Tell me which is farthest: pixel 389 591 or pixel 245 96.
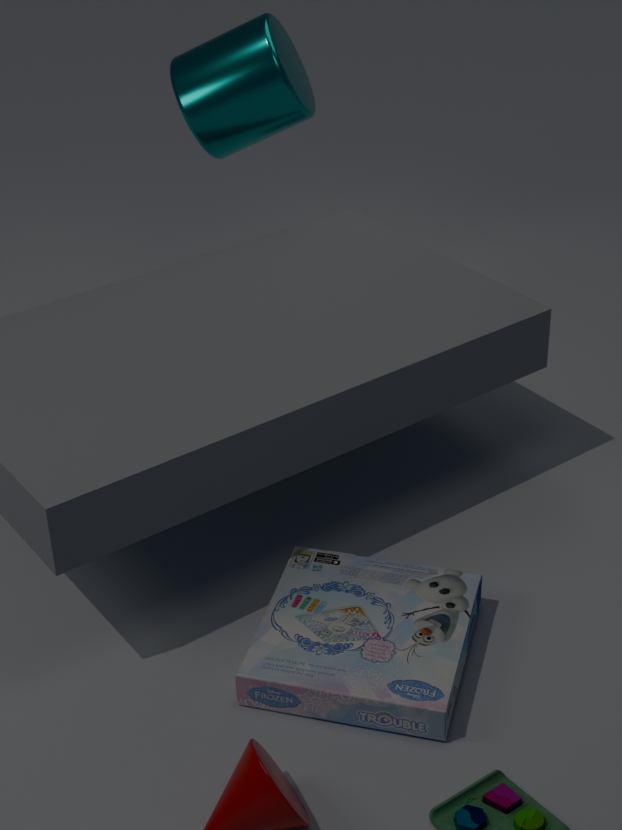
pixel 245 96
